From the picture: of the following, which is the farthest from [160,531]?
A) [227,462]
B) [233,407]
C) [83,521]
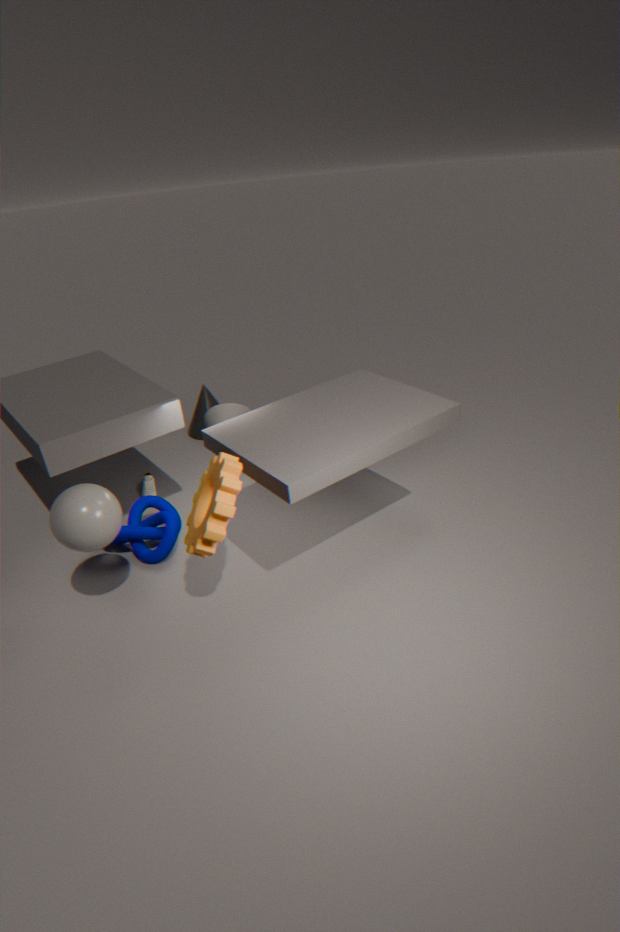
[233,407]
